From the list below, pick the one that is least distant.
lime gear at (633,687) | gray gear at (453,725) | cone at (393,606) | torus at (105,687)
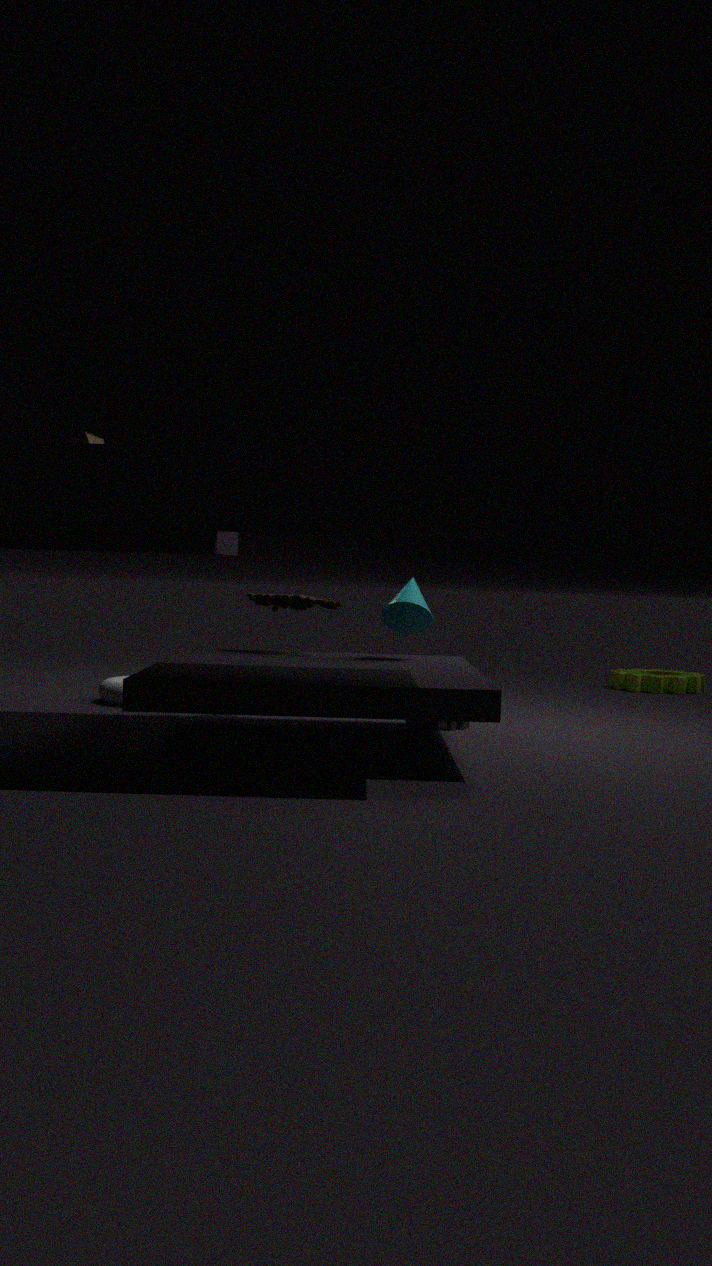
cone at (393,606)
